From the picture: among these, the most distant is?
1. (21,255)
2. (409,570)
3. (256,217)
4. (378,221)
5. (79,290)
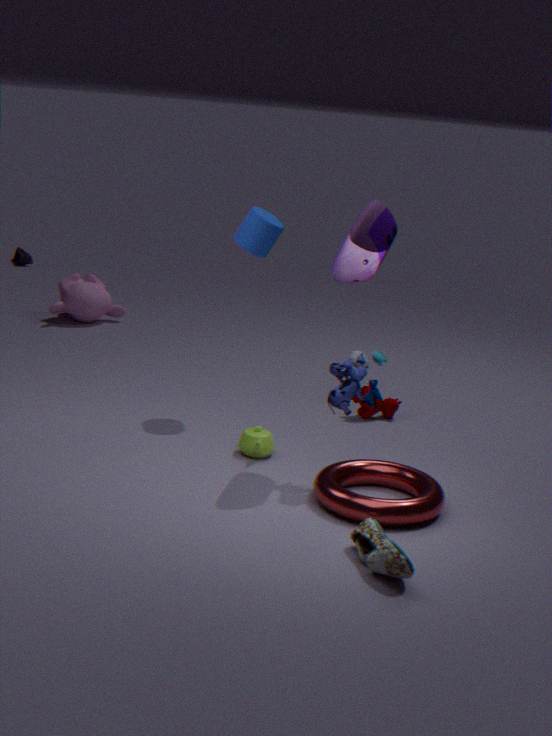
(21,255)
